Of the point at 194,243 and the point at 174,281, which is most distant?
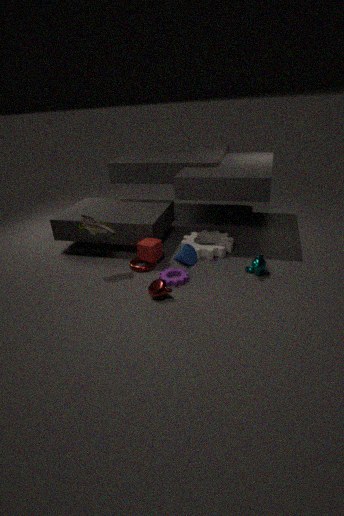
the point at 194,243
